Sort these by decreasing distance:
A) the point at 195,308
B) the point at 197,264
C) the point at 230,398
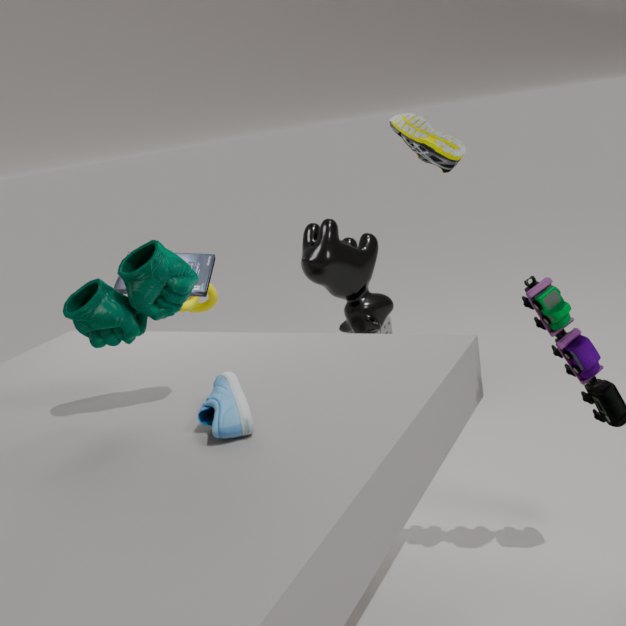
the point at 195,308 < the point at 197,264 < the point at 230,398
